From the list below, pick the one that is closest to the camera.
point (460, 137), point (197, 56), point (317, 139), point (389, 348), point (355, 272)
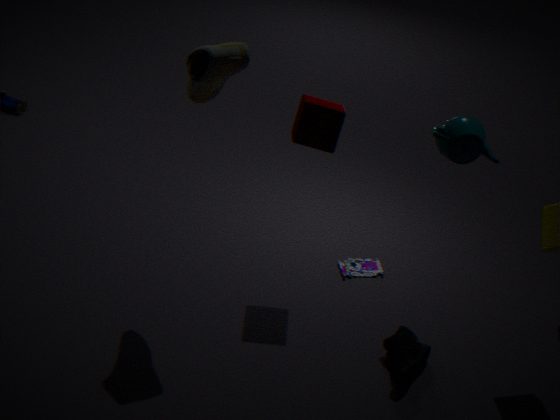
point (460, 137)
